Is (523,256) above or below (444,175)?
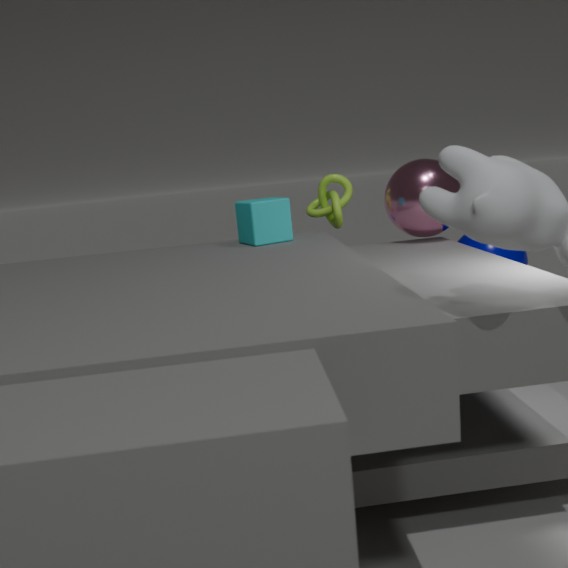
below
